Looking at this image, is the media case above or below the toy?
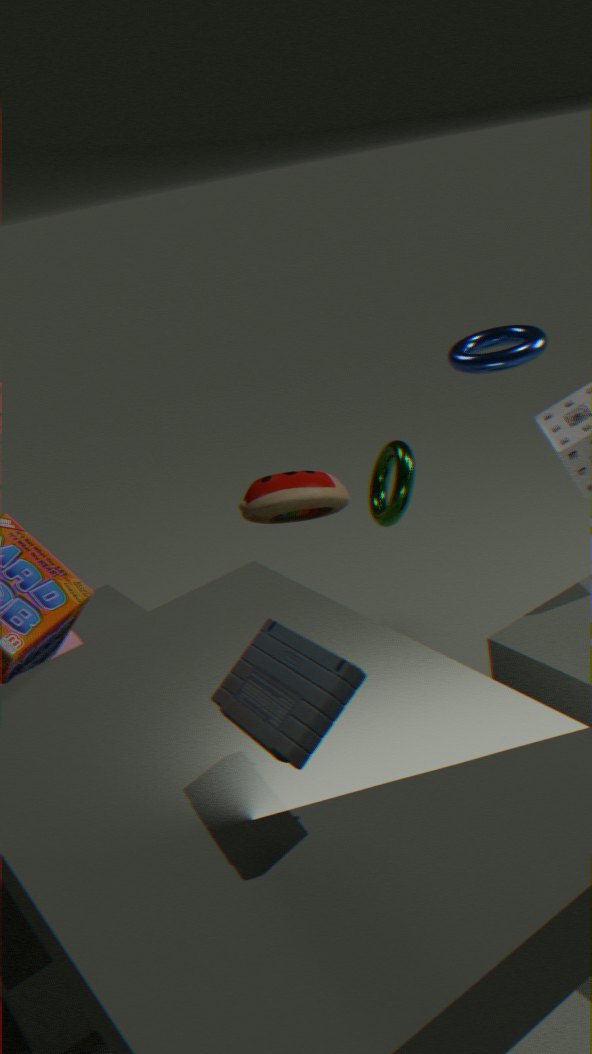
above
